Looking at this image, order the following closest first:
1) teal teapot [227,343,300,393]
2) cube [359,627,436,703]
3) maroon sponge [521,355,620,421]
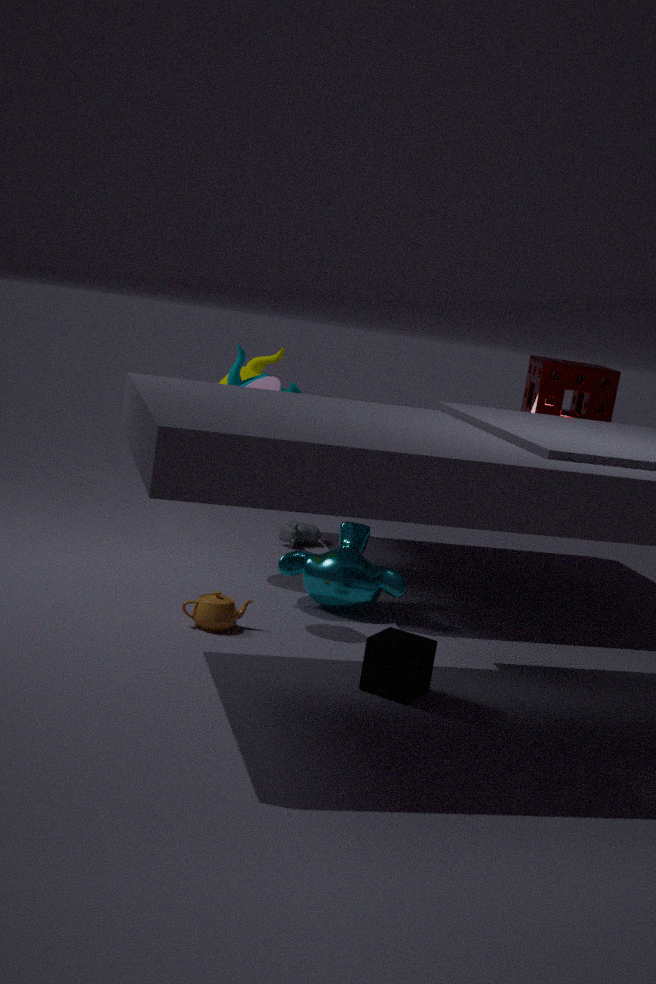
1. 2. cube [359,627,436,703]
2. 1. teal teapot [227,343,300,393]
3. 3. maroon sponge [521,355,620,421]
